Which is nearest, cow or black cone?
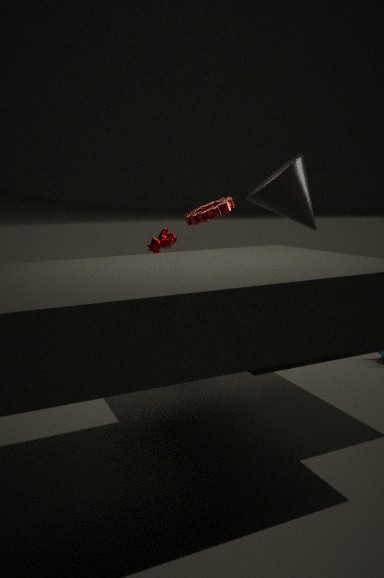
black cone
